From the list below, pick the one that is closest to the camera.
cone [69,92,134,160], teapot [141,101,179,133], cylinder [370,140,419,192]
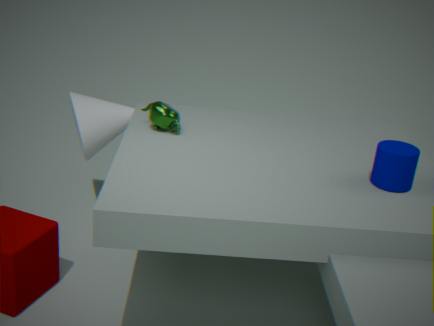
cylinder [370,140,419,192]
